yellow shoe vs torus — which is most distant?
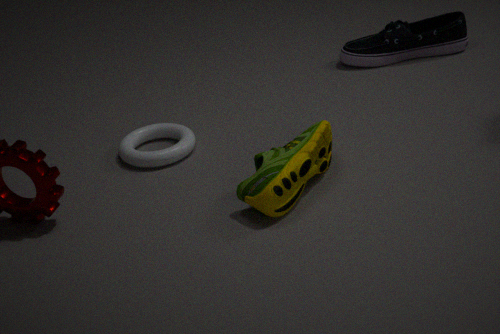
torus
